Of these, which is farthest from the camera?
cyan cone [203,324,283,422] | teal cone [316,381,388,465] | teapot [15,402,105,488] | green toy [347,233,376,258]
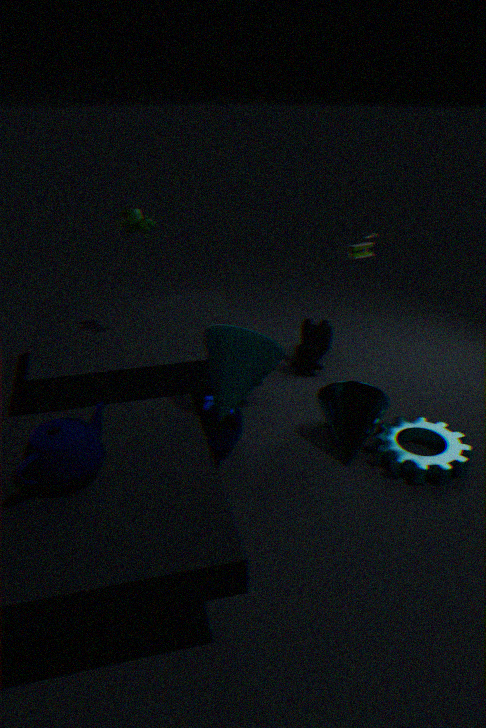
green toy [347,233,376,258]
